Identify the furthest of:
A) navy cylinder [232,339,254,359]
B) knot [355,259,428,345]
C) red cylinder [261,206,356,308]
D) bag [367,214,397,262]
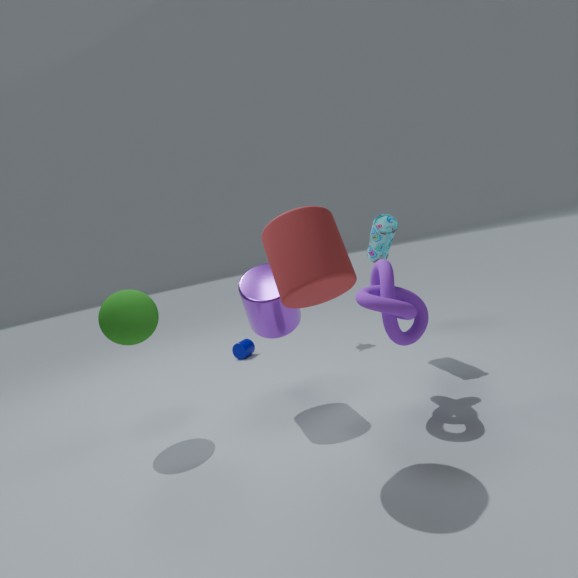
navy cylinder [232,339,254,359]
